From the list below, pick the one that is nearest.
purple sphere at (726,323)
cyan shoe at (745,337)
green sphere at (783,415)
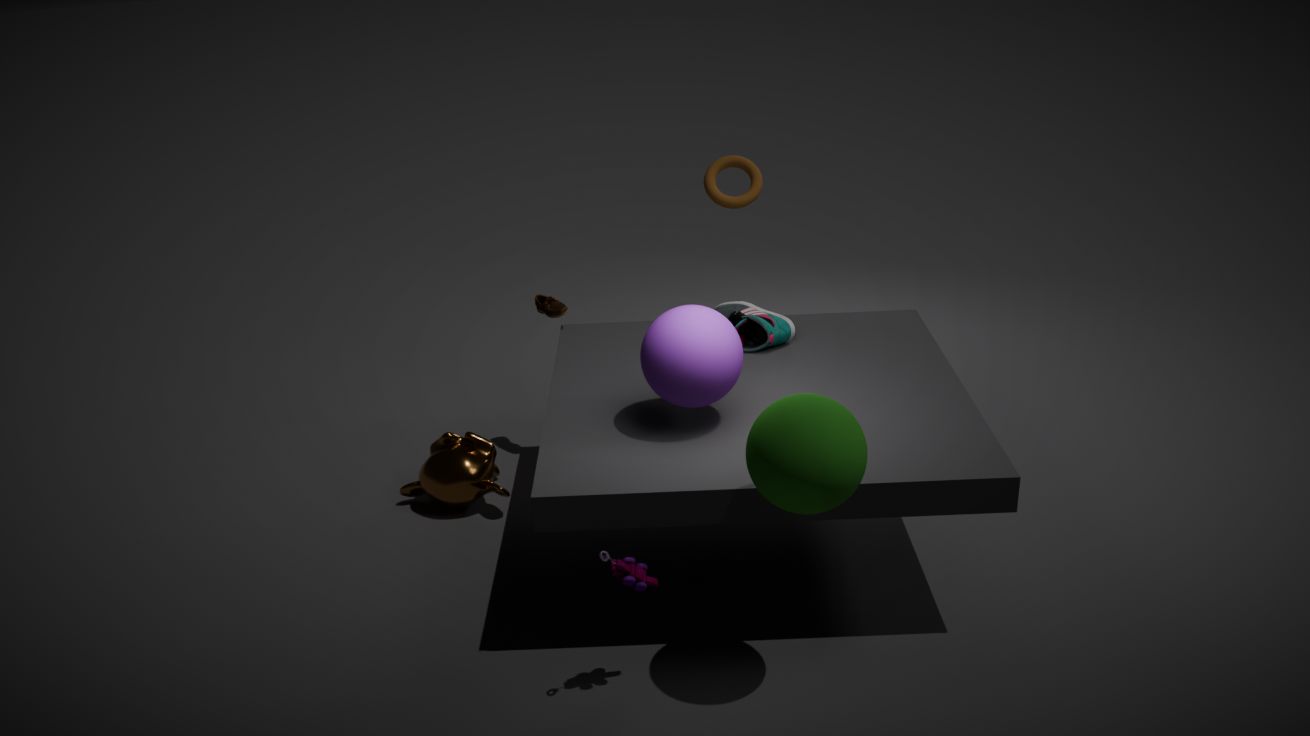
green sphere at (783,415)
